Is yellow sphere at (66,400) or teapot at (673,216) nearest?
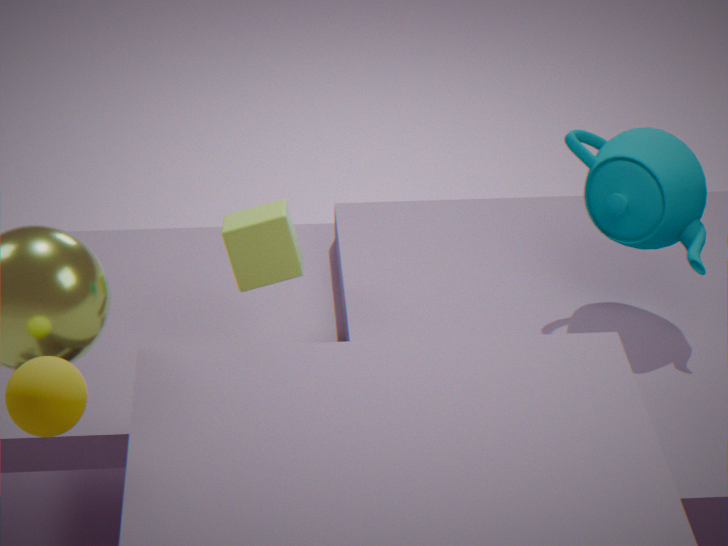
yellow sphere at (66,400)
